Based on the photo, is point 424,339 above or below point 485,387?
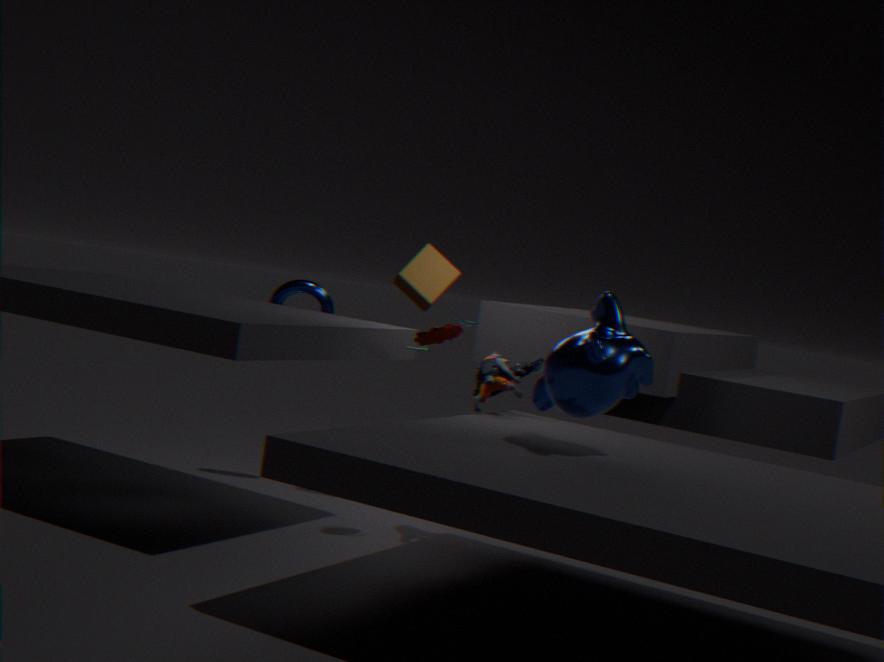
above
